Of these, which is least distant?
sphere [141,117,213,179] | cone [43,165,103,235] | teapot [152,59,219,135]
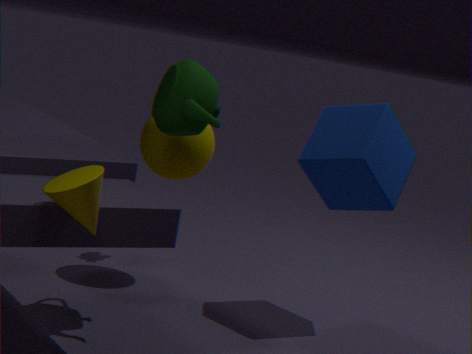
cone [43,165,103,235]
